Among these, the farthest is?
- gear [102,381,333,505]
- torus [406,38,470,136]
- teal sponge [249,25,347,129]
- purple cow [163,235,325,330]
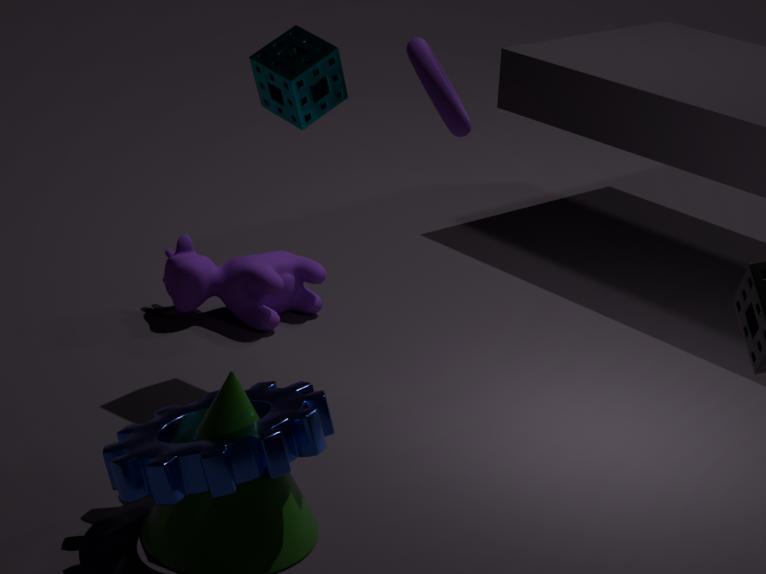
purple cow [163,235,325,330]
